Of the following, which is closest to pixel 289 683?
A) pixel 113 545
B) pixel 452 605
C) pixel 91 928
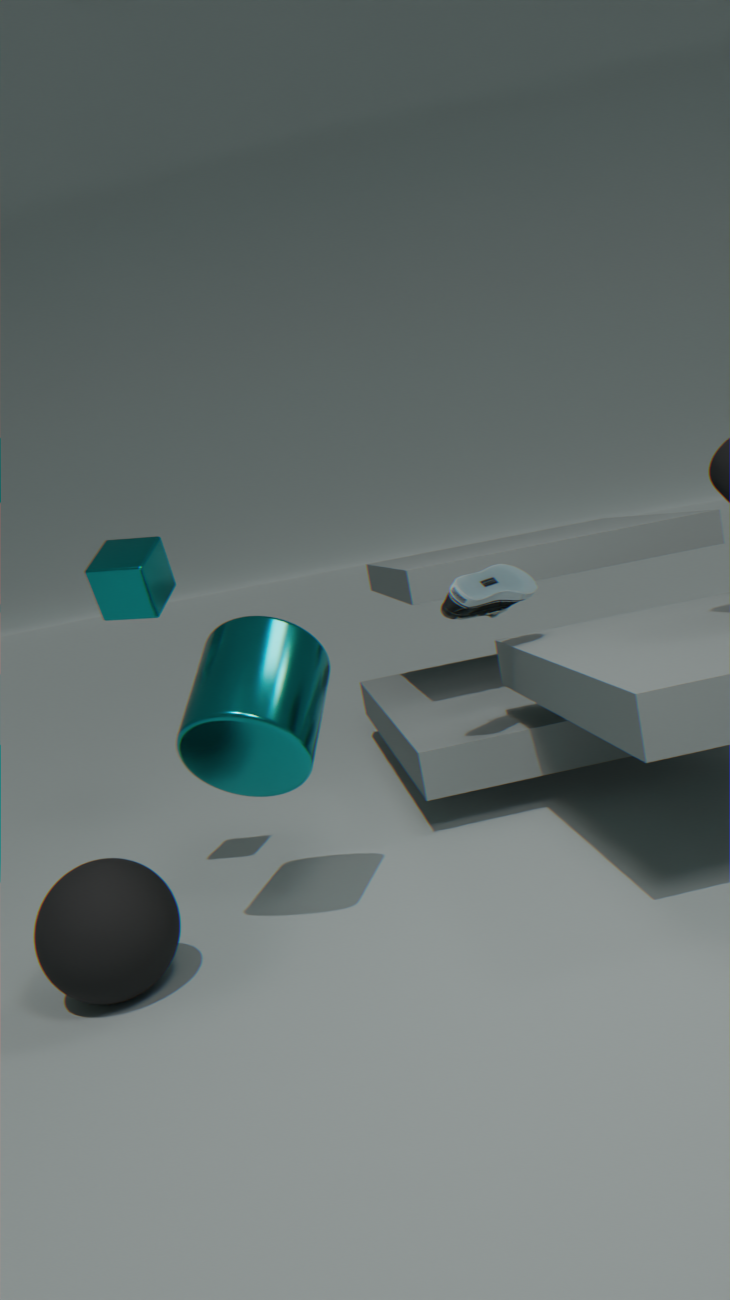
pixel 113 545
